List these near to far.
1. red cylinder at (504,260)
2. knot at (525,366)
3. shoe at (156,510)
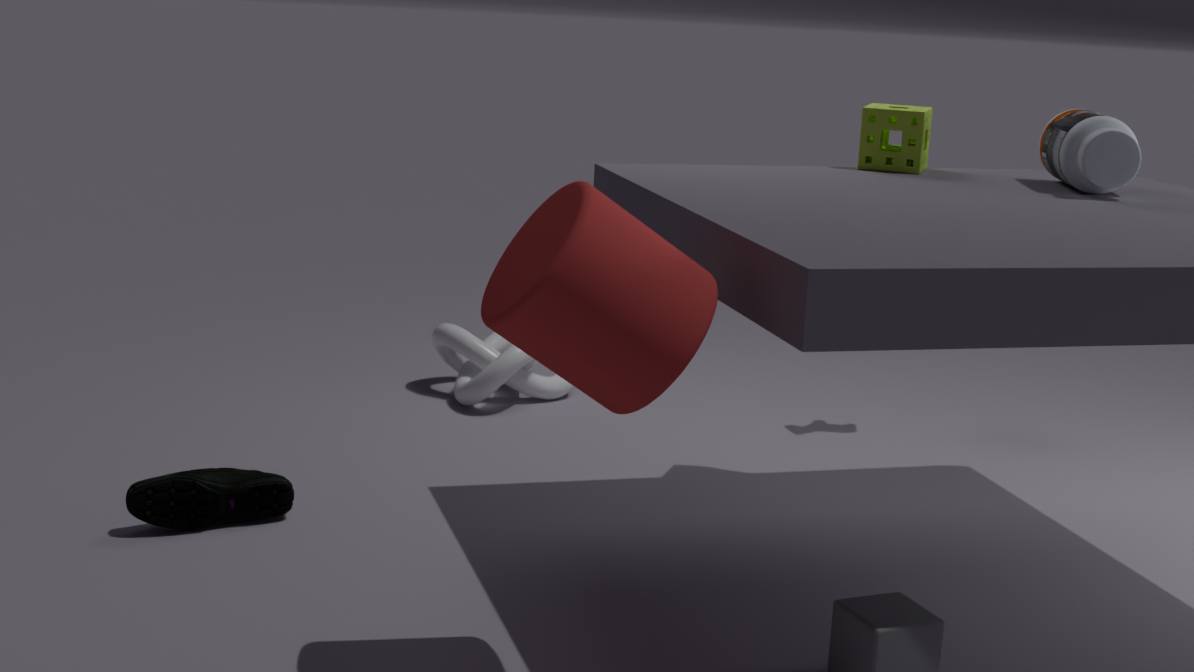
red cylinder at (504,260)
shoe at (156,510)
knot at (525,366)
